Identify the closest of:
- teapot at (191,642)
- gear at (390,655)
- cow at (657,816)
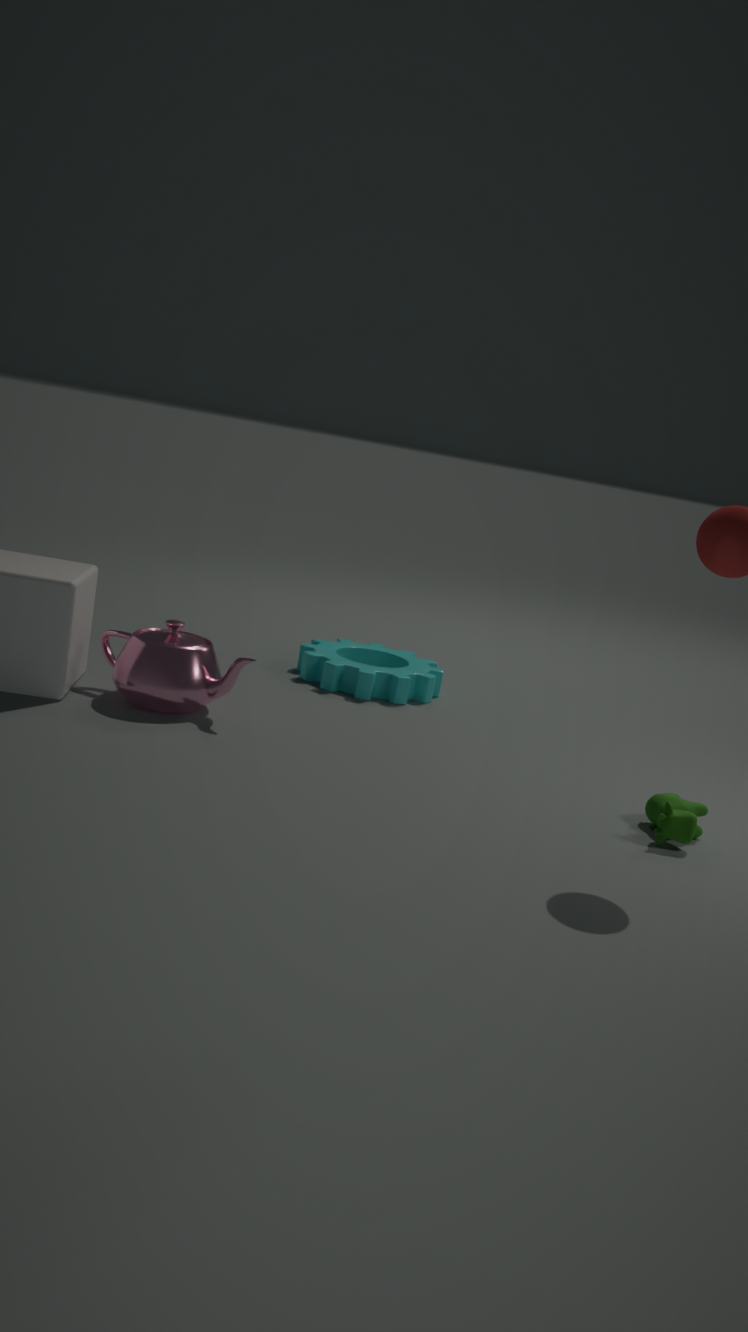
cow at (657,816)
